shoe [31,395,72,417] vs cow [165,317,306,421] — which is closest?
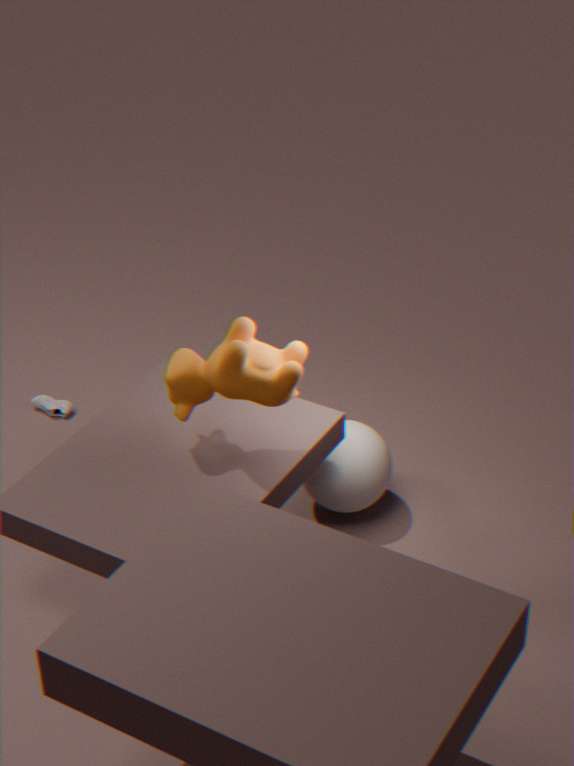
cow [165,317,306,421]
